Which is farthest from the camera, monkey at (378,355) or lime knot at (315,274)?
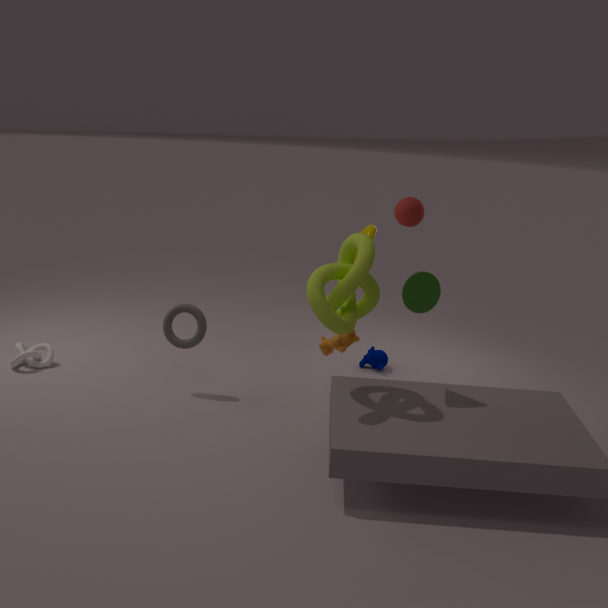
monkey at (378,355)
